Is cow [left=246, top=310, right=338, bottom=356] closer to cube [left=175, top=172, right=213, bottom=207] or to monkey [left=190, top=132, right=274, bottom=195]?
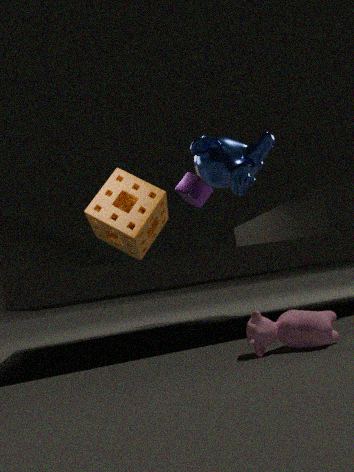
monkey [left=190, top=132, right=274, bottom=195]
